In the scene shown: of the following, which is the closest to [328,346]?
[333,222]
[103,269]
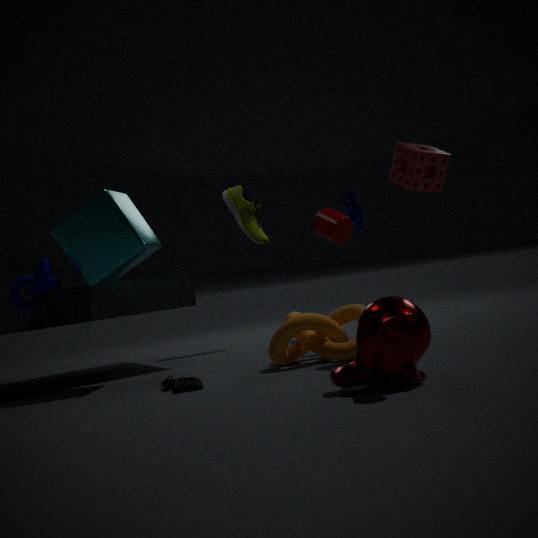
[333,222]
